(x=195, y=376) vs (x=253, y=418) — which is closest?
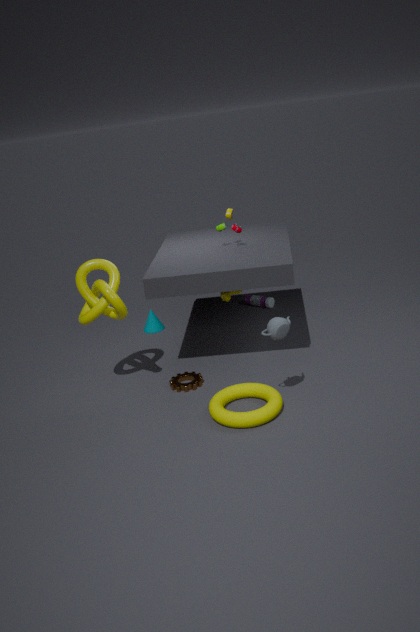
(x=253, y=418)
